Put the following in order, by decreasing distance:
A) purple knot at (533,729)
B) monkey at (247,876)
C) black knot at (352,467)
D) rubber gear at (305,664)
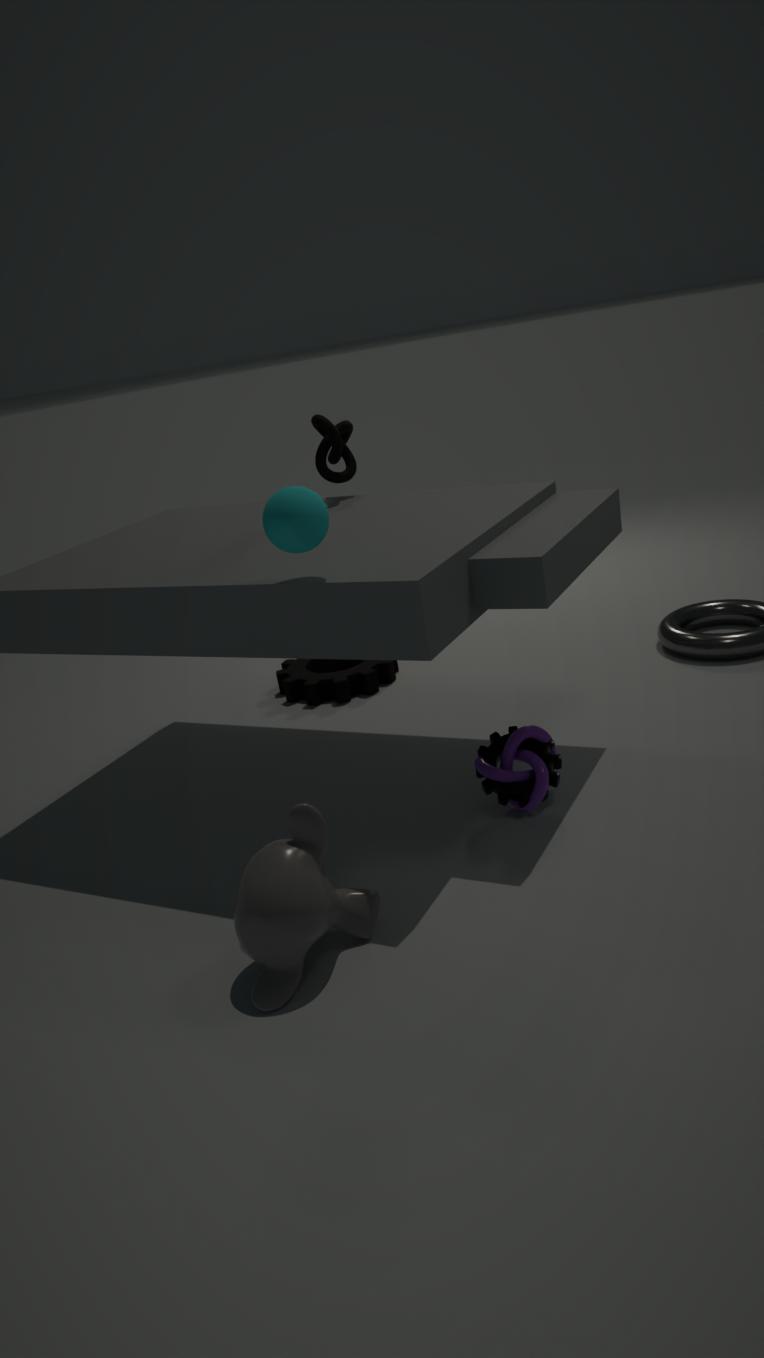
rubber gear at (305,664) < black knot at (352,467) < purple knot at (533,729) < monkey at (247,876)
